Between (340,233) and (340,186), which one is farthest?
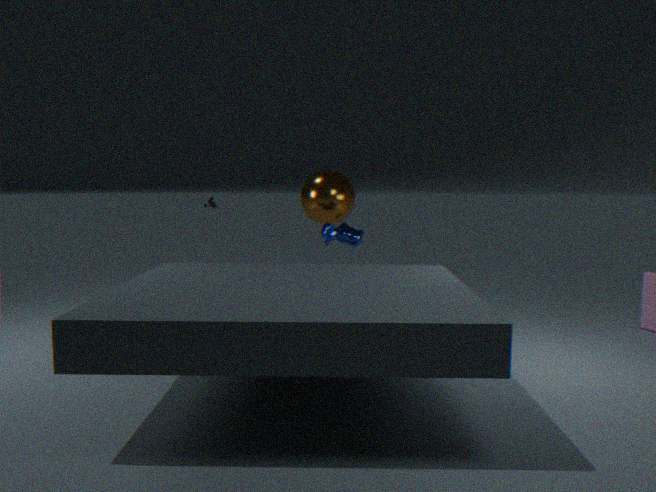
(340,186)
